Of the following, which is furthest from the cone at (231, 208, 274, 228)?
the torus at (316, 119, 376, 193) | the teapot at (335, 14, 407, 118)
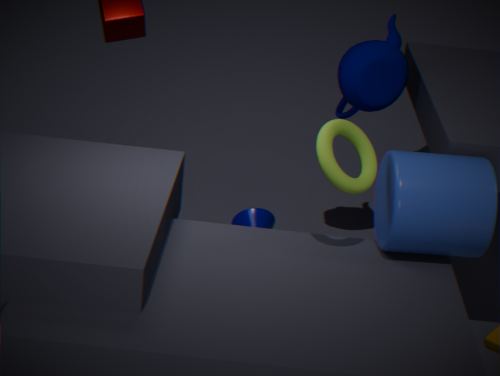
the torus at (316, 119, 376, 193)
